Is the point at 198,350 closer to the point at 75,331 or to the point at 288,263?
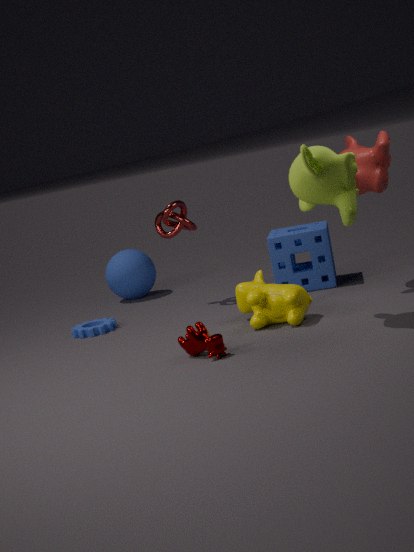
the point at 75,331
